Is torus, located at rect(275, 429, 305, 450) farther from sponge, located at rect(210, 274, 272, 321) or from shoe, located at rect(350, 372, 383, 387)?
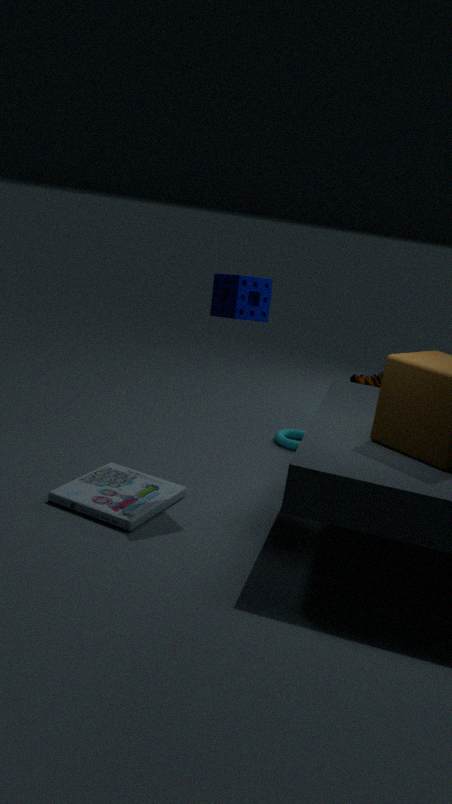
shoe, located at rect(350, 372, 383, 387)
